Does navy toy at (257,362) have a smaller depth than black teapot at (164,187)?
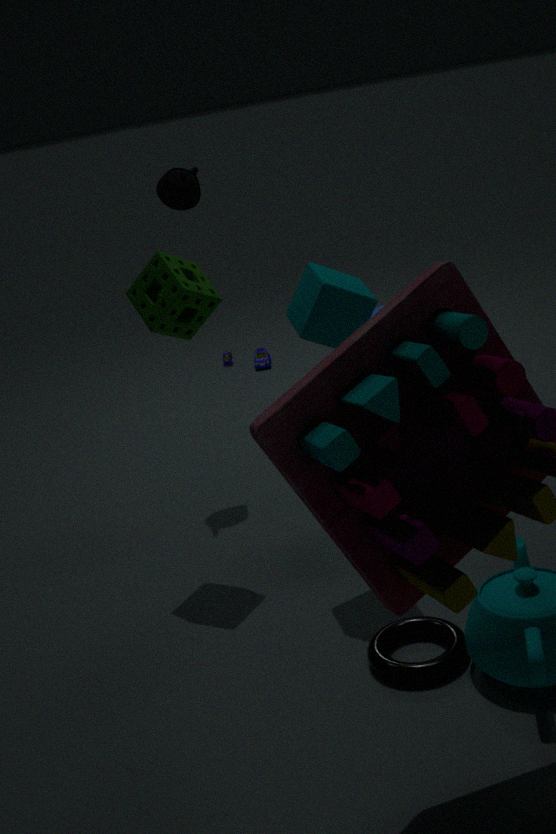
No
